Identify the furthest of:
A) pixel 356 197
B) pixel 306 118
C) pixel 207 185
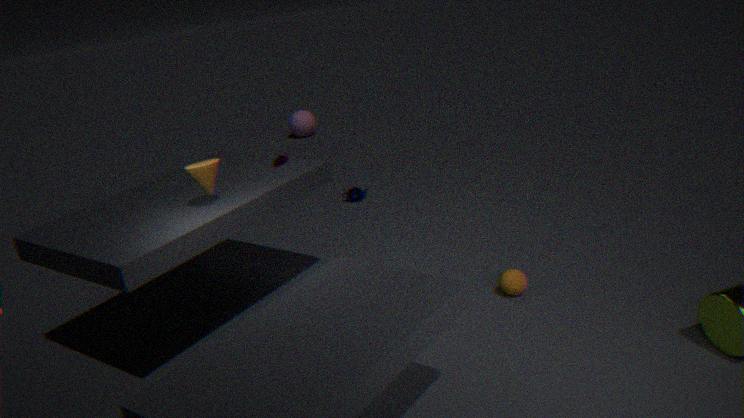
pixel 306 118
